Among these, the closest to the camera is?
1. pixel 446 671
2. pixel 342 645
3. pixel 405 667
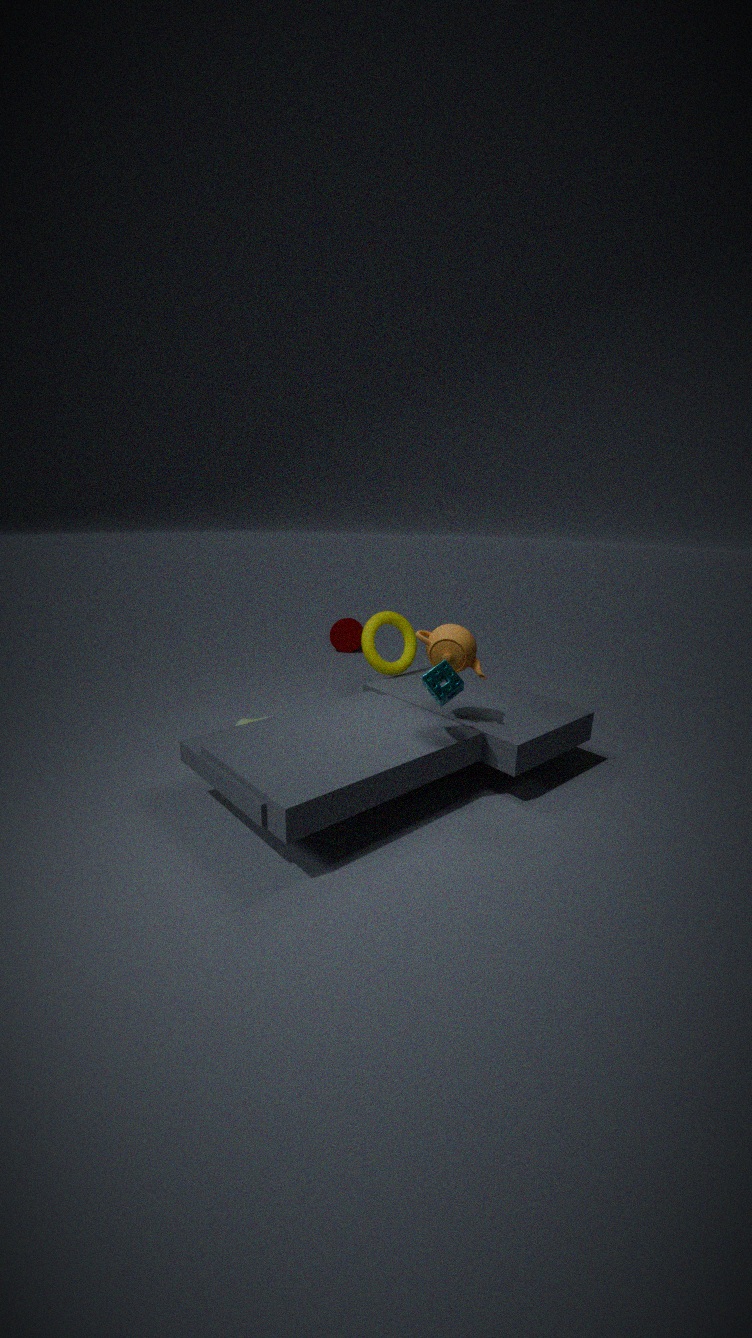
pixel 446 671
